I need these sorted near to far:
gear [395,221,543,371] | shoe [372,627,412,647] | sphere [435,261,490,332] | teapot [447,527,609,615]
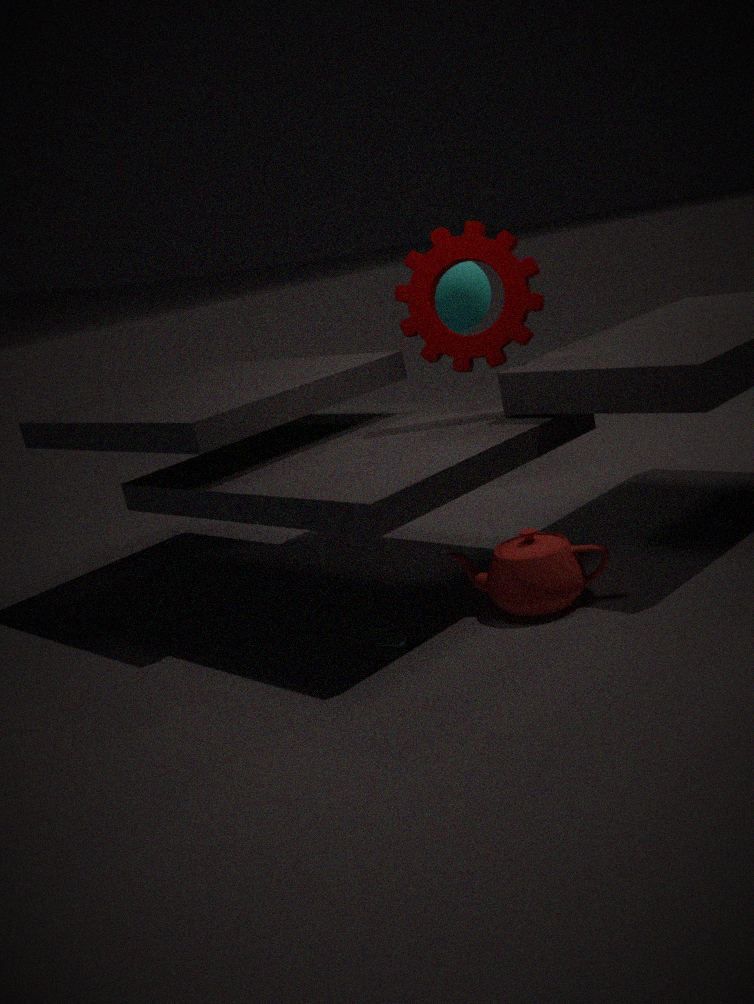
teapot [447,527,609,615]
shoe [372,627,412,647]
gear [395,221,543,371]
sphere [435,261,490,332]
